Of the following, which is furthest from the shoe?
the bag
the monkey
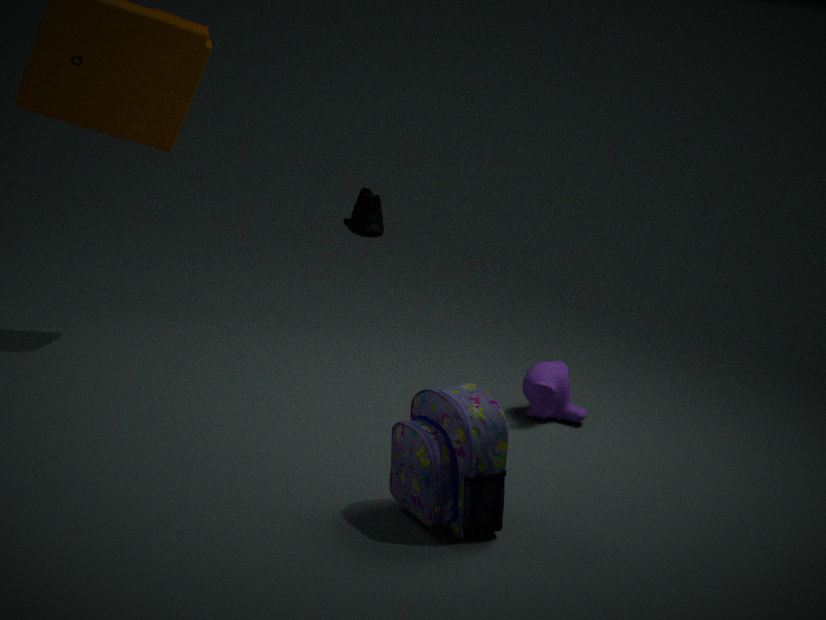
the bag
